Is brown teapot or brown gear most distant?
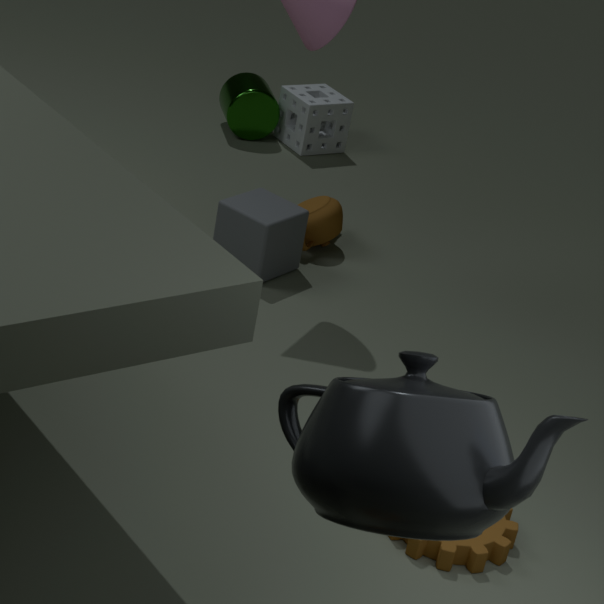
brown teapot
